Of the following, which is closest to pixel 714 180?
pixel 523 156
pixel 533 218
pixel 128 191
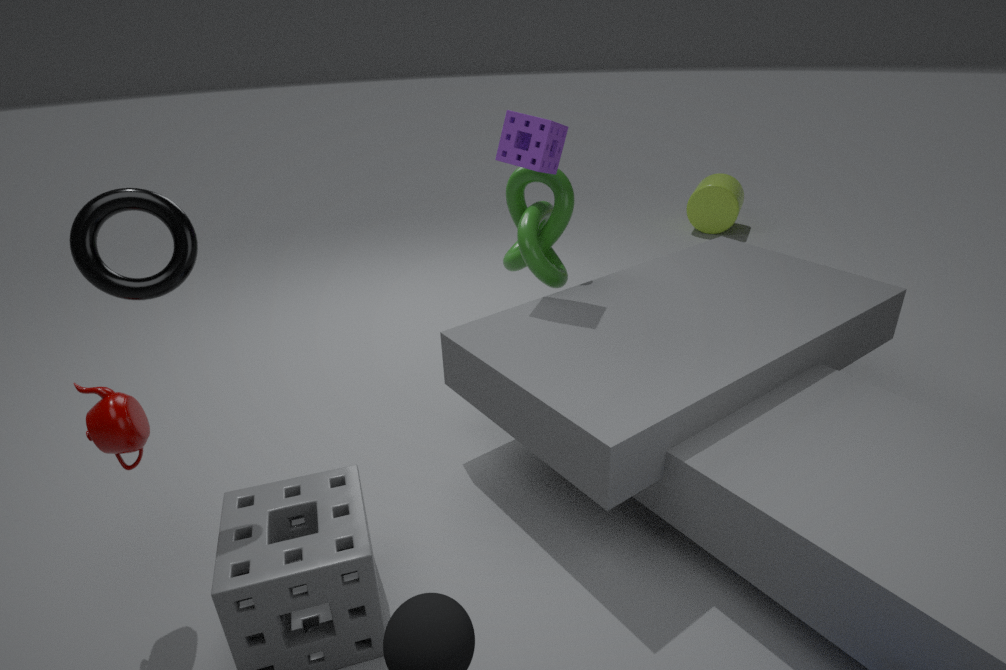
pixel 533 218
